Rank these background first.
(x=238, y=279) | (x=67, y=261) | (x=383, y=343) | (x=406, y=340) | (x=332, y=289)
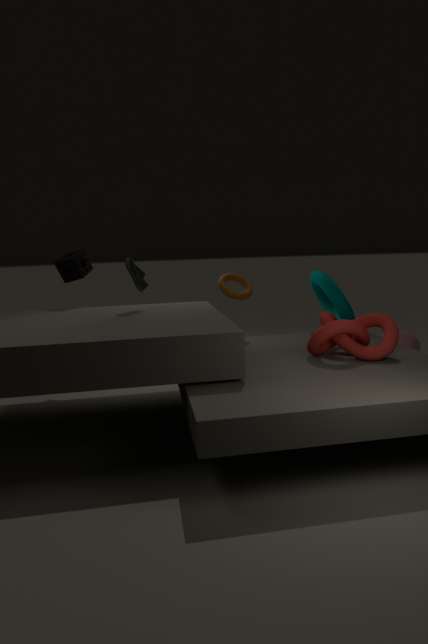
(x=67, y=261) → (x=238, y=279) → (x=406, y=340) → (x=332, y=289) → (x=383, y=343)
